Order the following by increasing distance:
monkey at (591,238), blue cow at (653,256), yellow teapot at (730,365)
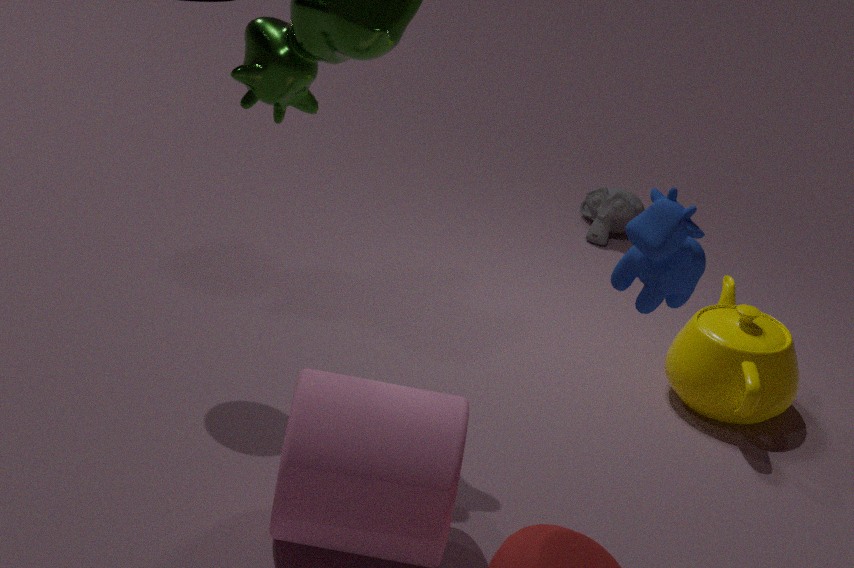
blue cow at (653,256), yellow teapot at (730,365), monkey at (591,238)
